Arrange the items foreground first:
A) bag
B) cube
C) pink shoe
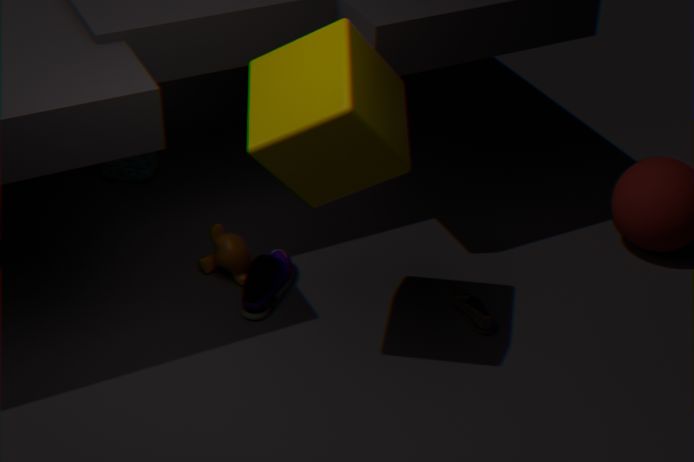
cube → pink shoe → bag
